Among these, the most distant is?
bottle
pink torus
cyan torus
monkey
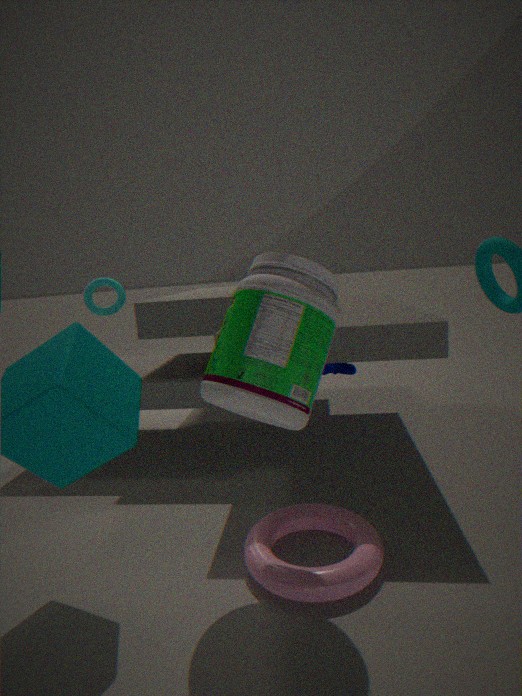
monkey
